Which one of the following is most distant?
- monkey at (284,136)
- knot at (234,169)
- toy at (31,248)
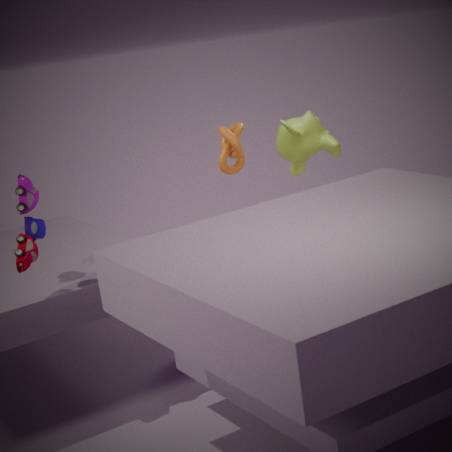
monkey at (284,136)
